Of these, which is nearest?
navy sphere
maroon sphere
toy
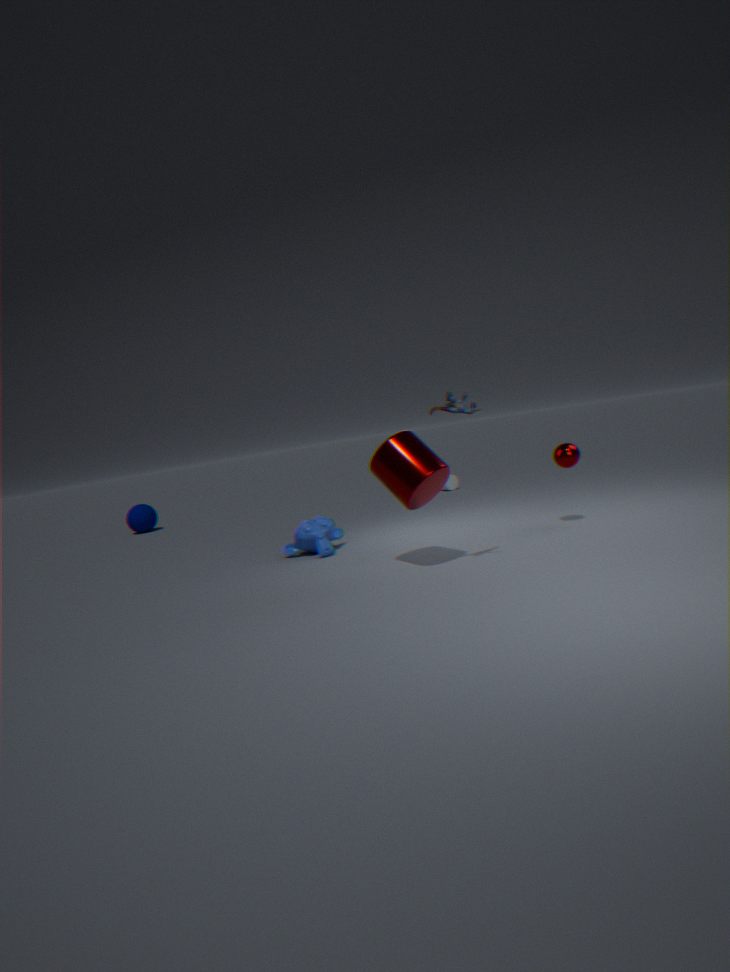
toy
